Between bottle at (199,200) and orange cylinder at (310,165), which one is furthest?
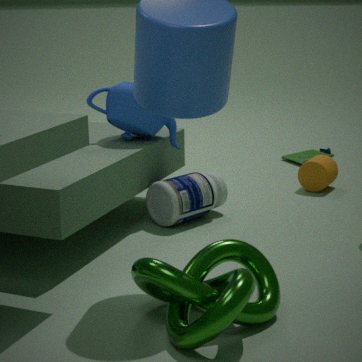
orange cylinder at (310,165)
